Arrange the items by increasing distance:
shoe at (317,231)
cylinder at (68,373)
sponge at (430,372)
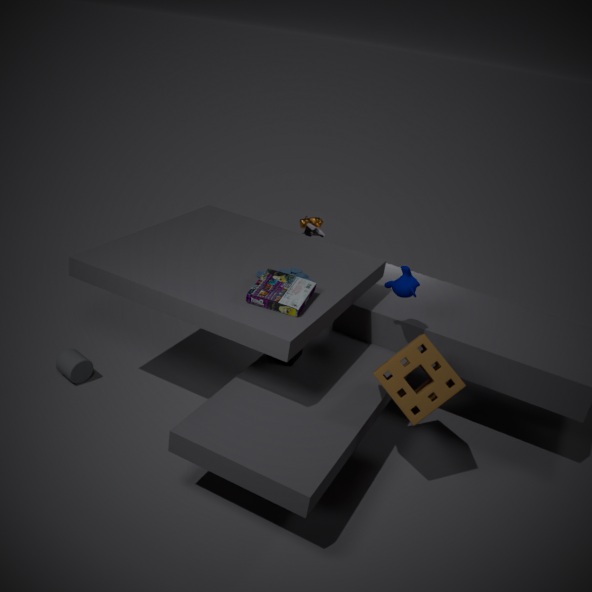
1. sponge at (430,372)
2. cylinder at (68,373)
3. shoe at (317,231)
